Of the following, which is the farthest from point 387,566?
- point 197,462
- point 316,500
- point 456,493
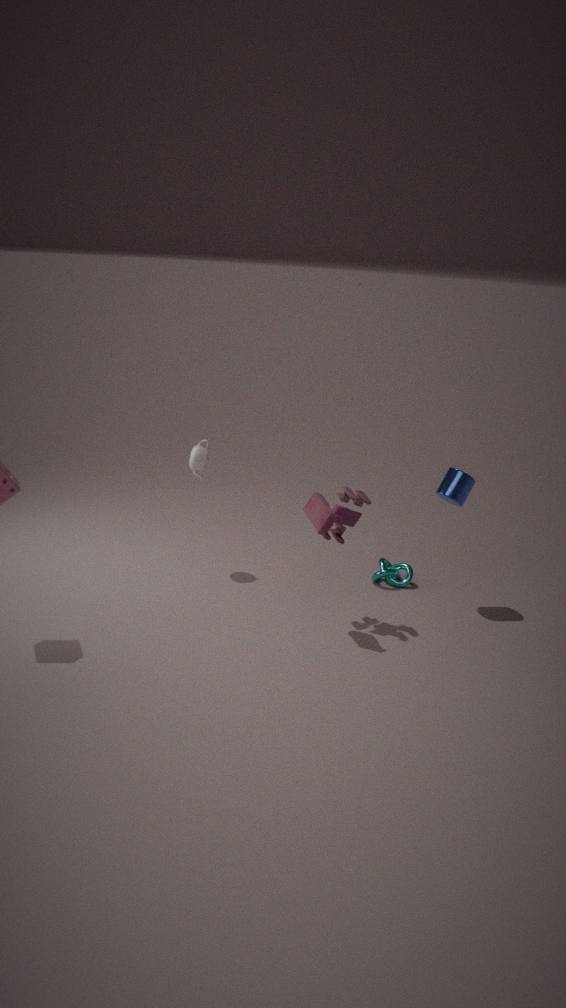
point 197,462
